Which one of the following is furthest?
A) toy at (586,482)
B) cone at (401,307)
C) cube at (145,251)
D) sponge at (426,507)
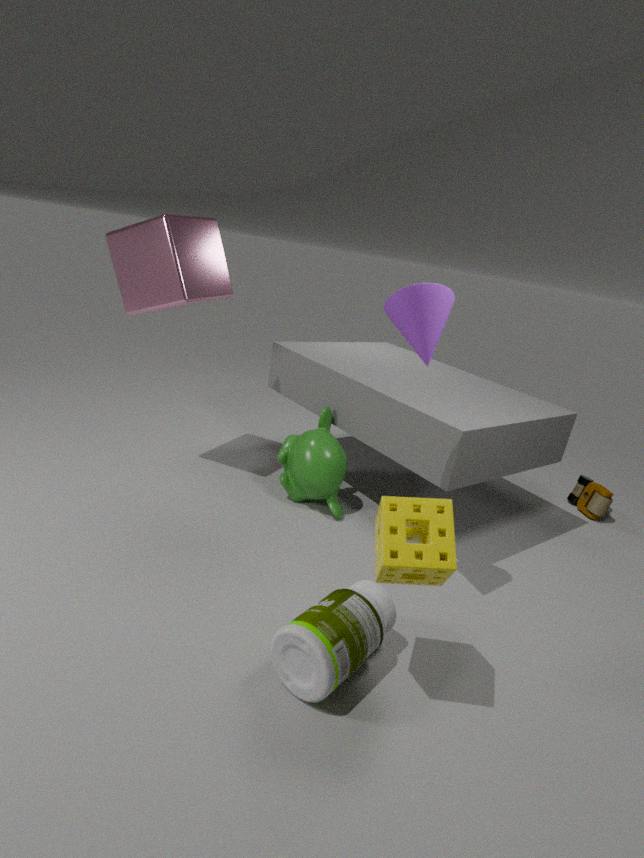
toy at (586,482)
